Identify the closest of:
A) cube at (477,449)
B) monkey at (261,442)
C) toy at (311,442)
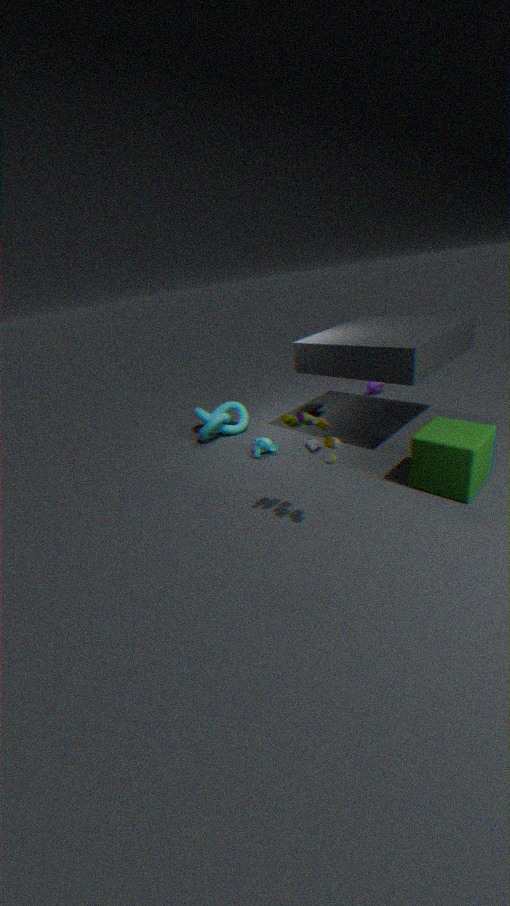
toy at (311,442)
